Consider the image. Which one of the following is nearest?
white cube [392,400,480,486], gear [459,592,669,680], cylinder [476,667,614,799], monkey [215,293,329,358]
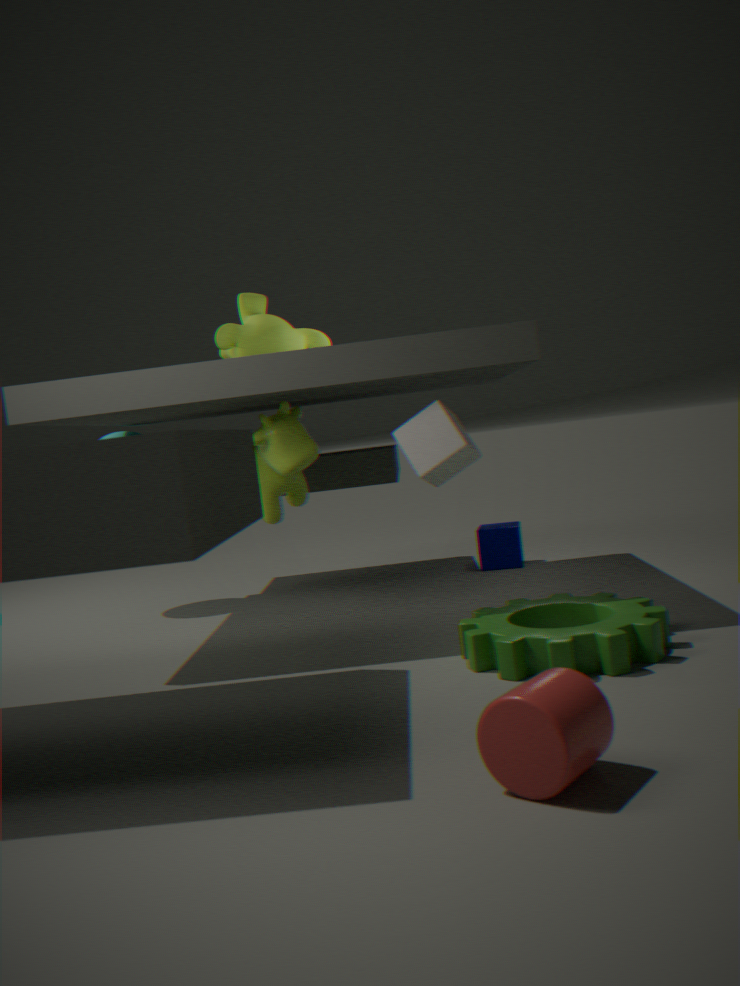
cylinder [476,667,614,799]
